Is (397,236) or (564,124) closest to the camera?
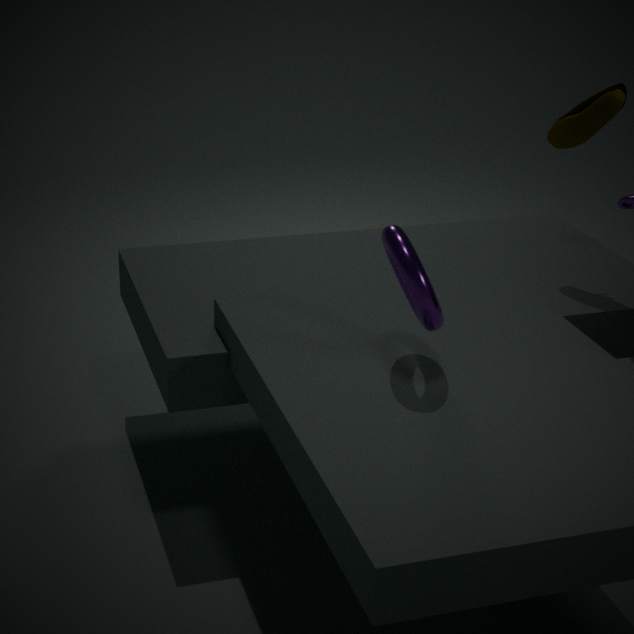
(397,236)
